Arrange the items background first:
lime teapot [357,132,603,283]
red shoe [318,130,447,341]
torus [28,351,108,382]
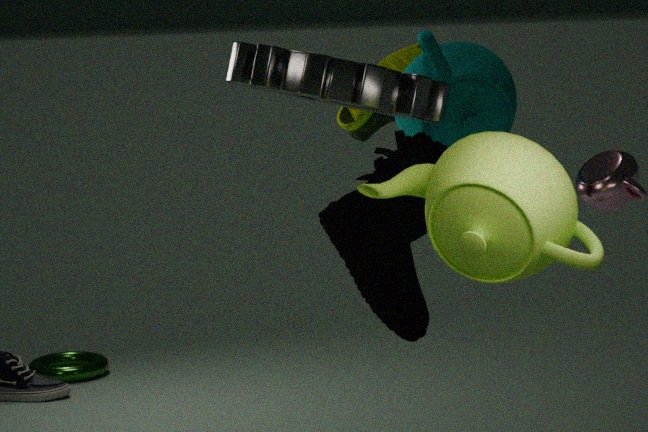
torus [28,351,108,382] < red shoe [318,130,447,341] < lime teapot [357,132,603,283]
